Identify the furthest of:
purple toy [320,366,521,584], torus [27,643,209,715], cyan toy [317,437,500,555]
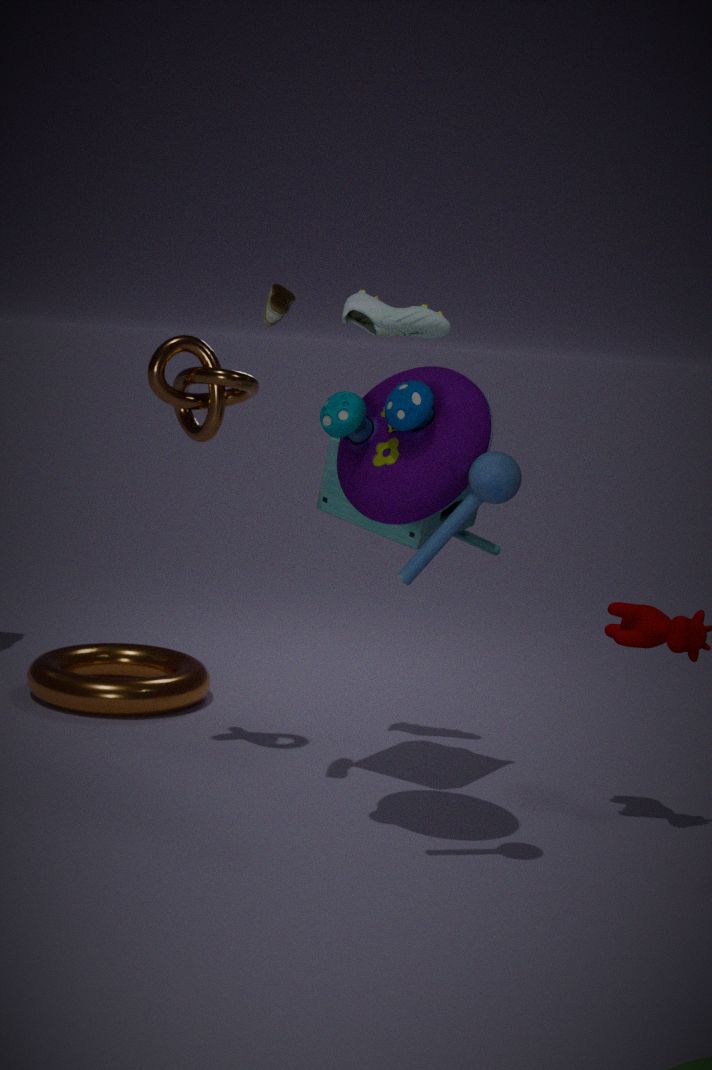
torus [27,643,209,715]
